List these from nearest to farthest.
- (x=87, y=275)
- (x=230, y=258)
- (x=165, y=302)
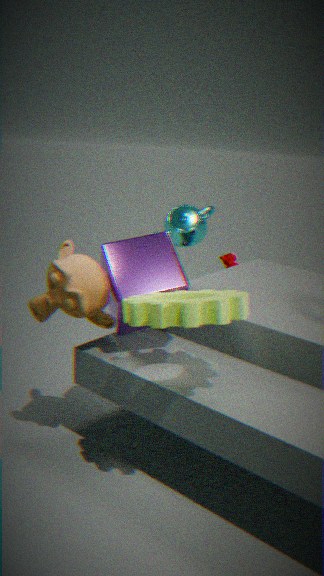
(x=165, y=302), (x=87, y=275), (x=230, y=258)
